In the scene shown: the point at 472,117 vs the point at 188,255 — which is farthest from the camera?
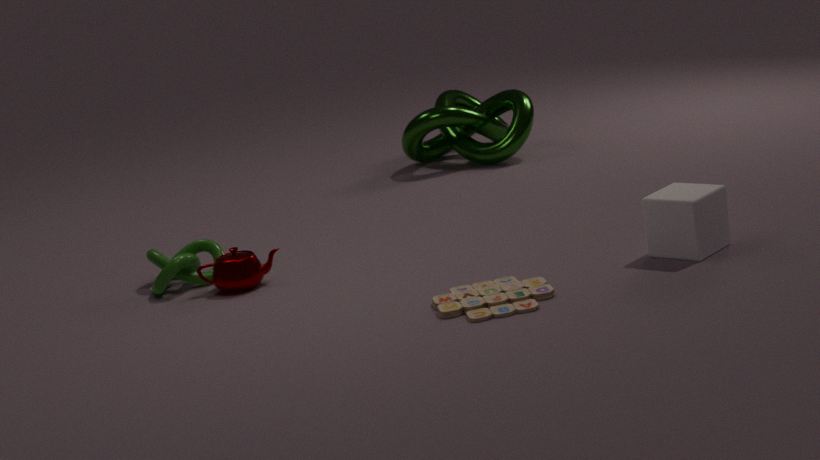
the point at 472,117
